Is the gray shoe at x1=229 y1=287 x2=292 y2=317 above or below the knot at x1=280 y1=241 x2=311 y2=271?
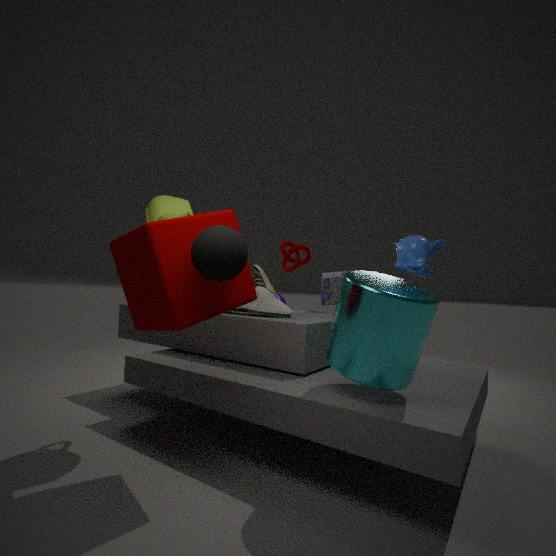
below
